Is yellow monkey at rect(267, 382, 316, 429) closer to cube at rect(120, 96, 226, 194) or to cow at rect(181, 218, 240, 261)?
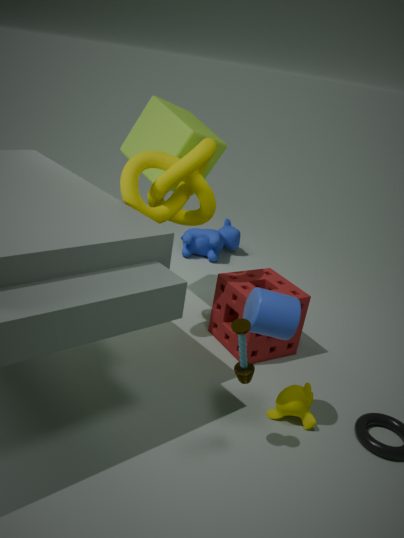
cube at rect(120, 96, 226, 194)
